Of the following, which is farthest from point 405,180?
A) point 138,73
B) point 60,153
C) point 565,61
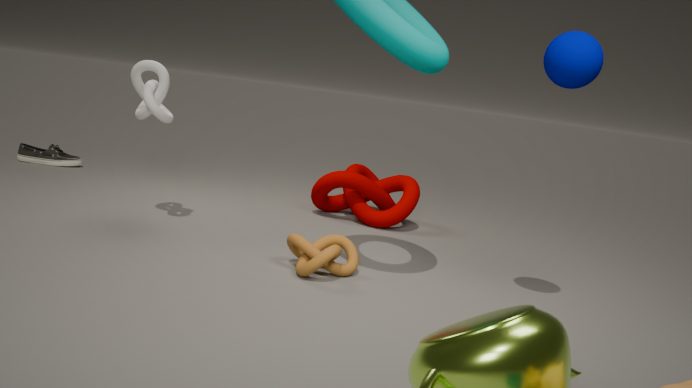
point 60,153
